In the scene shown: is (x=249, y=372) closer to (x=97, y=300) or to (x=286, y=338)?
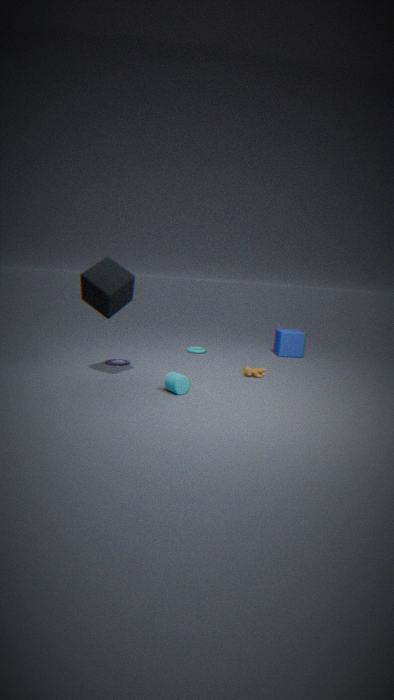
(x=286, y=338)
